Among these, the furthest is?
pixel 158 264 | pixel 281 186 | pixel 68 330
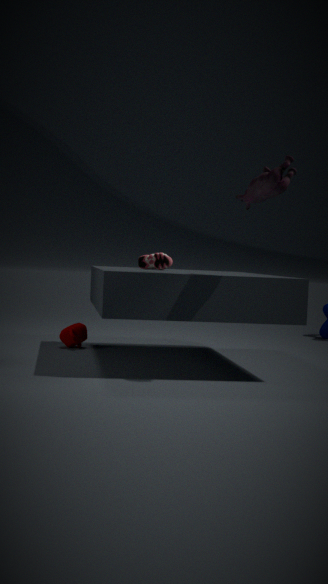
pixel 68 330
